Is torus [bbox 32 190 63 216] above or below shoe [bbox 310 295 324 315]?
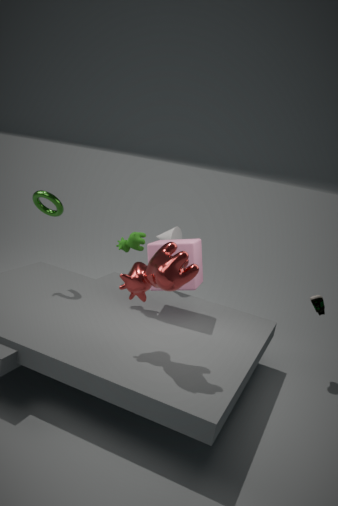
above
